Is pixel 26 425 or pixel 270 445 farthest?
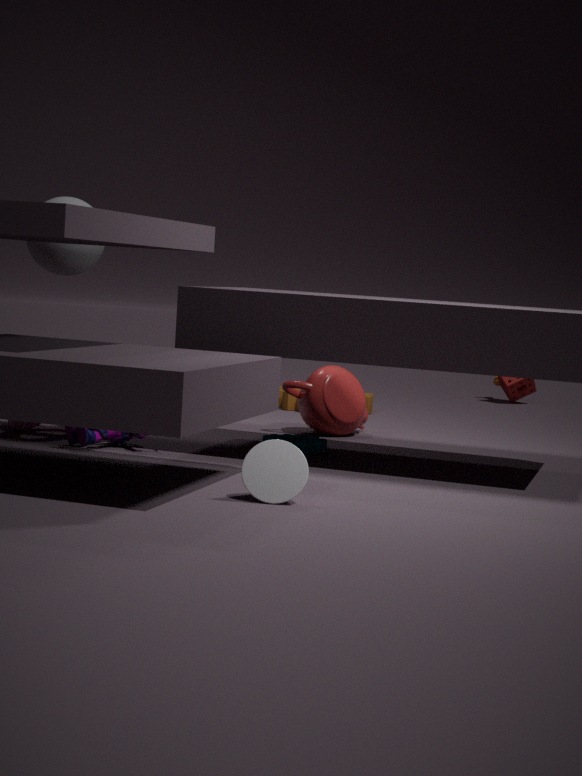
pixel 26 425
